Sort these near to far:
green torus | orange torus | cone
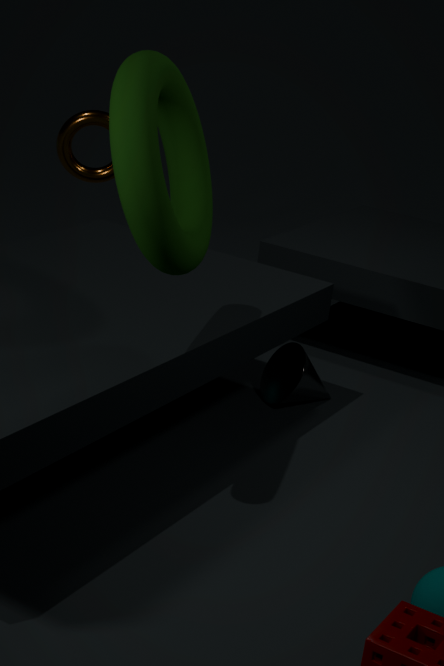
green torus
cone
orange torus
